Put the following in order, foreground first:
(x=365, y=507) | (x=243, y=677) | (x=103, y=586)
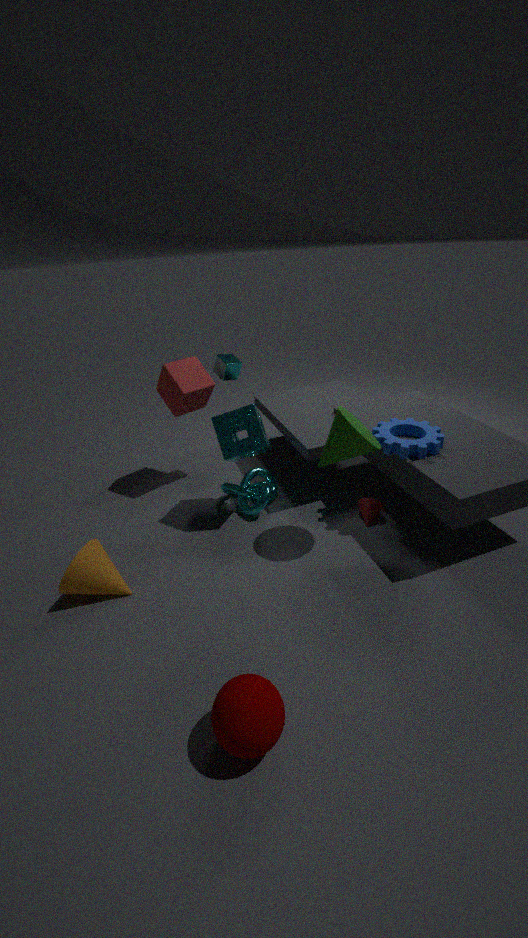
(x=243, y=677), (x=103, y=586), (x=365, y=507)
